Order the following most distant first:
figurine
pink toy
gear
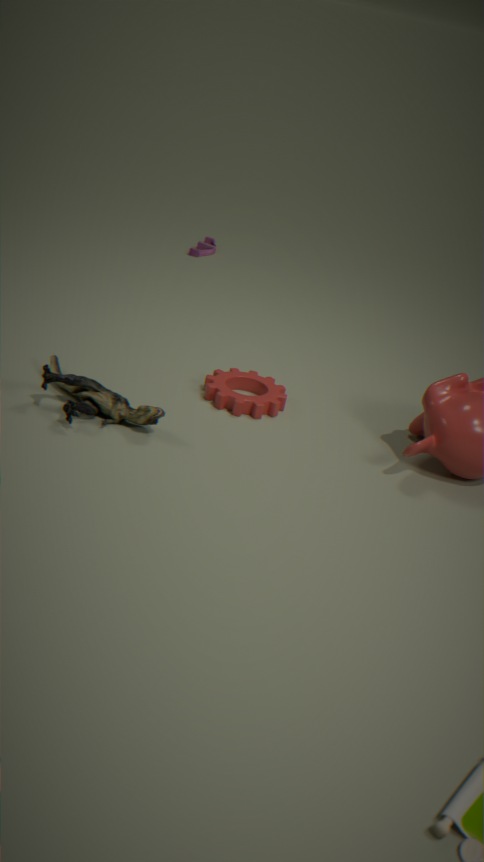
pink toy → gear → figurine
